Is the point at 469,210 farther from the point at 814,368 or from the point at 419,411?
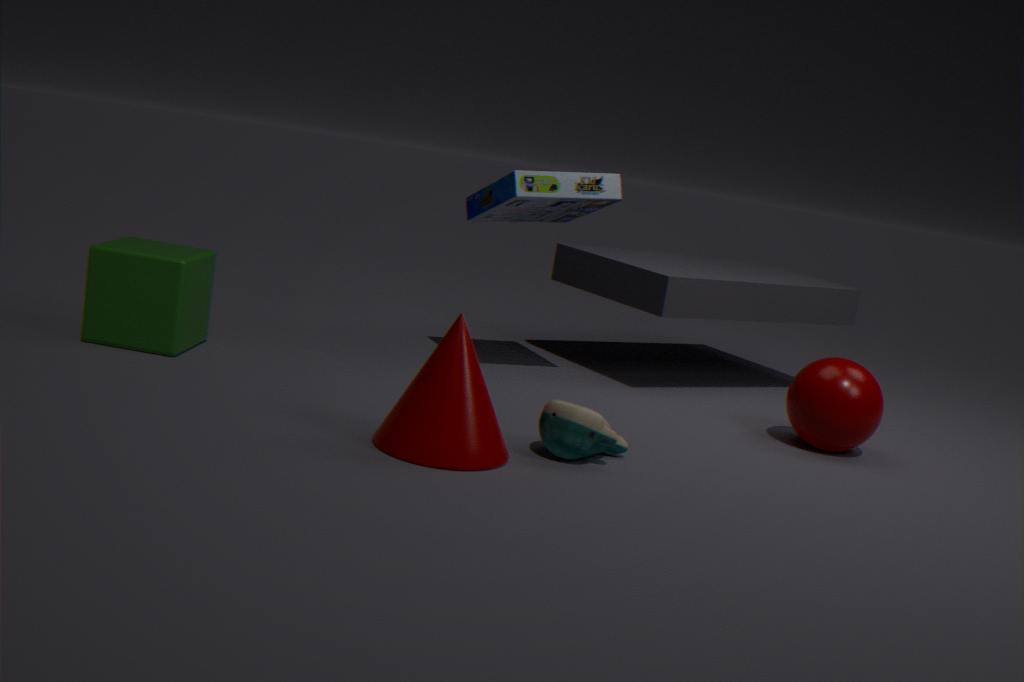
the point at 419,411
